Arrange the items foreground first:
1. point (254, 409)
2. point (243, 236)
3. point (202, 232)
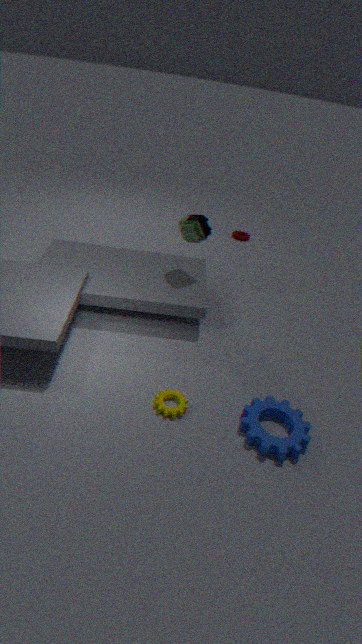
point (254, 409) < point (202, 232) < point (243, 236)
